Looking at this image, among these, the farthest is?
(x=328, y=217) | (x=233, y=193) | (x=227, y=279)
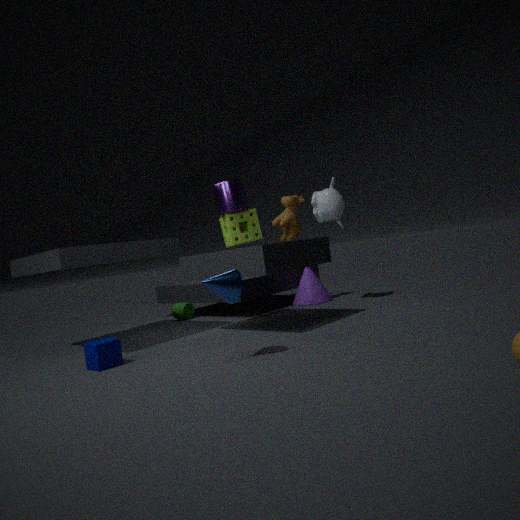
(x=233, y=193)
